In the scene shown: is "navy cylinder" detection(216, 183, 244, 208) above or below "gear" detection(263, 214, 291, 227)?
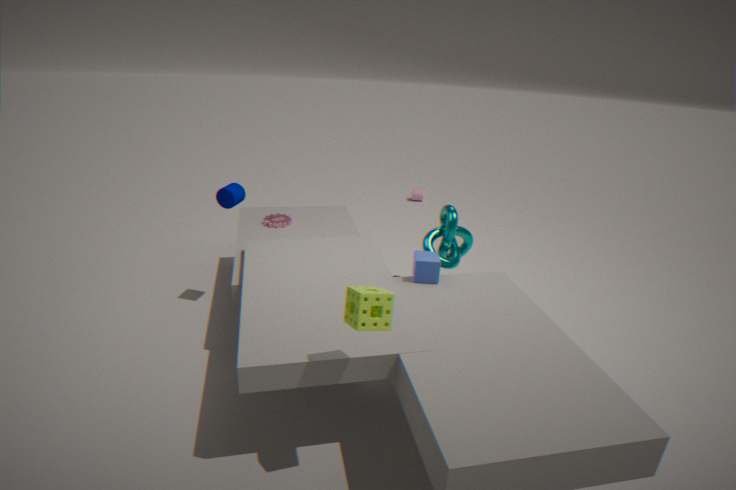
above
